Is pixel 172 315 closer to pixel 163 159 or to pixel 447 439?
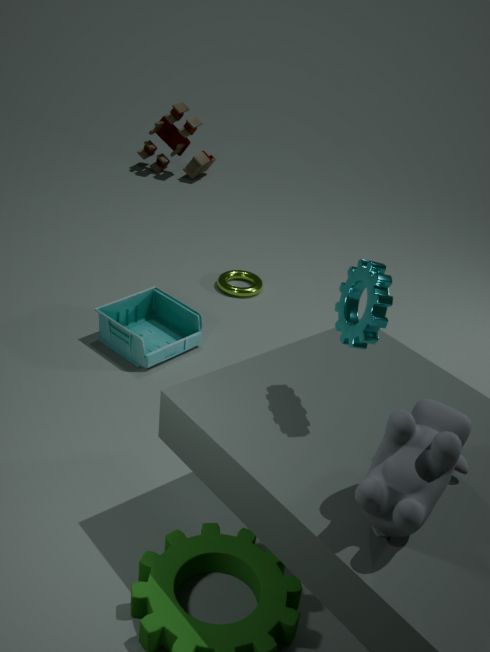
pixel 447 439
